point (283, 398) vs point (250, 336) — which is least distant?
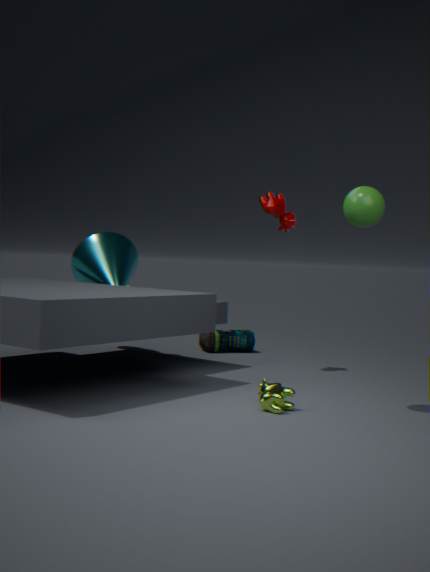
point (283, 398)
